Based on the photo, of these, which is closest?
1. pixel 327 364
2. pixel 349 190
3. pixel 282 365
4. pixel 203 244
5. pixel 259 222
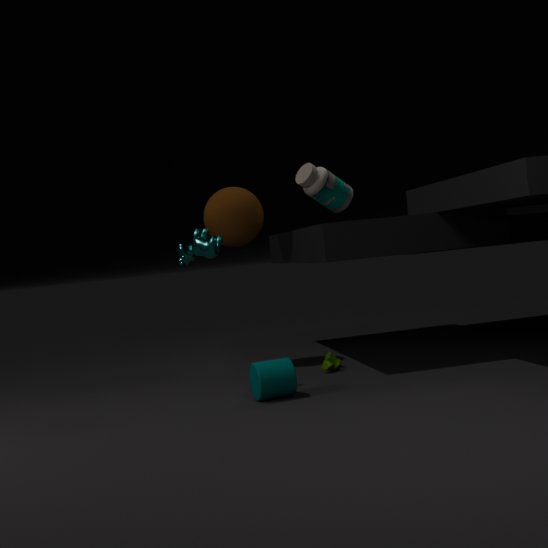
pixel 282 365
